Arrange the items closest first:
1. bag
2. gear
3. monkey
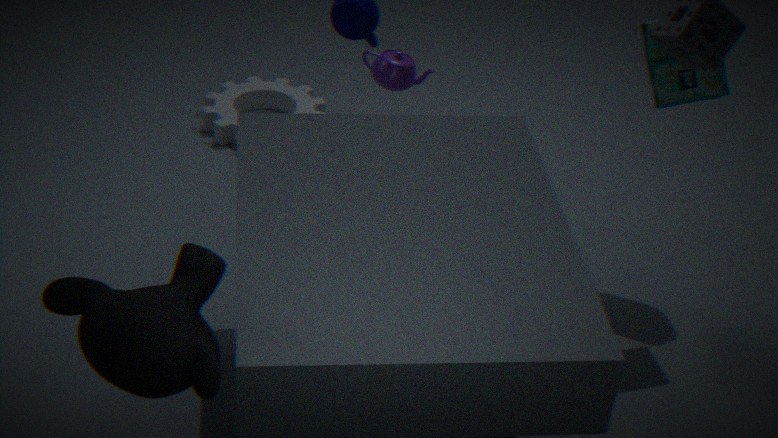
monkey → bag → gear
